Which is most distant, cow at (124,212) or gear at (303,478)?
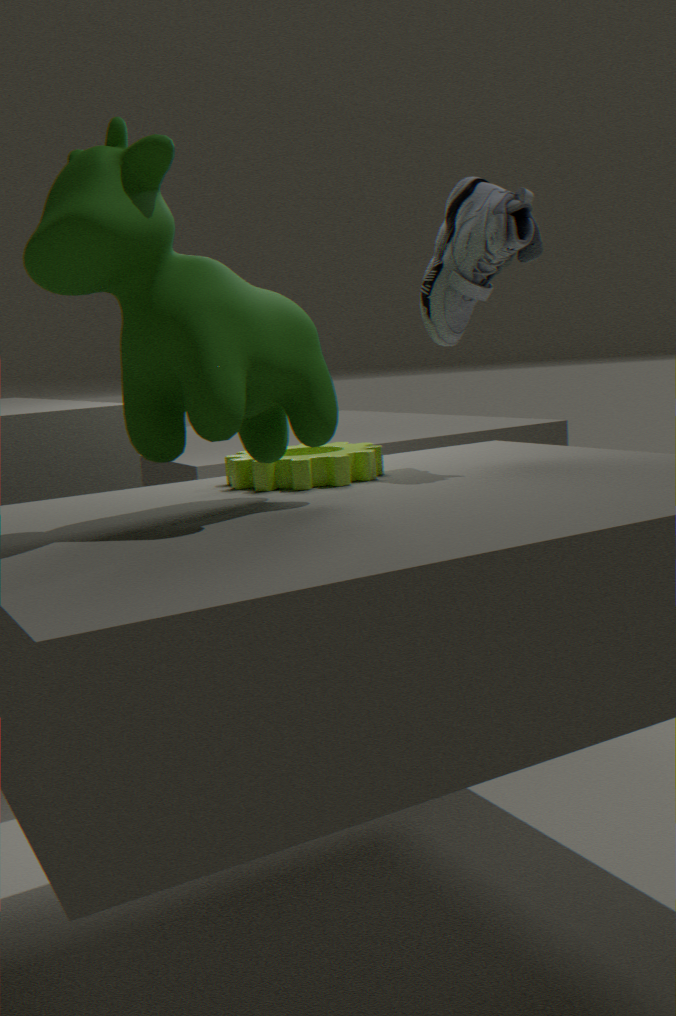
gear at (303,478)
